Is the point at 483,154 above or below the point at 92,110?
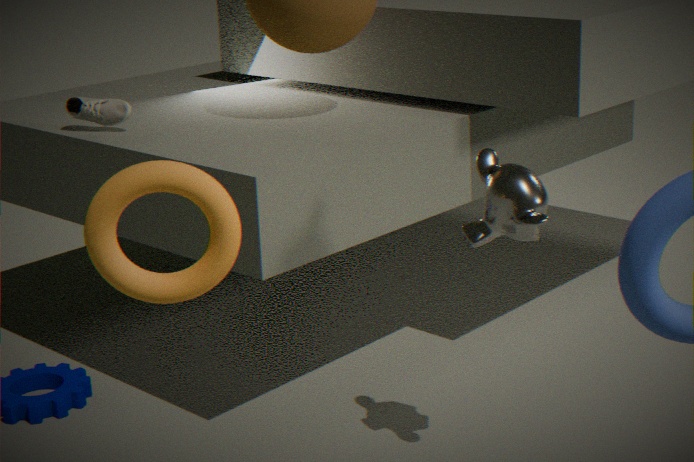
below
